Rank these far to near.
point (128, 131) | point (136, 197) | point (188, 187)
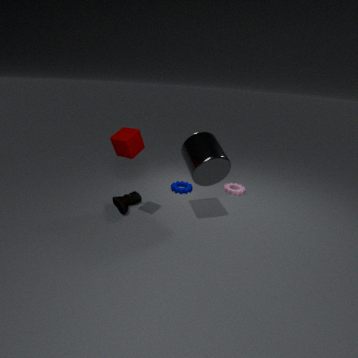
point (188, 187), point (136, 197), point (128, 131)
